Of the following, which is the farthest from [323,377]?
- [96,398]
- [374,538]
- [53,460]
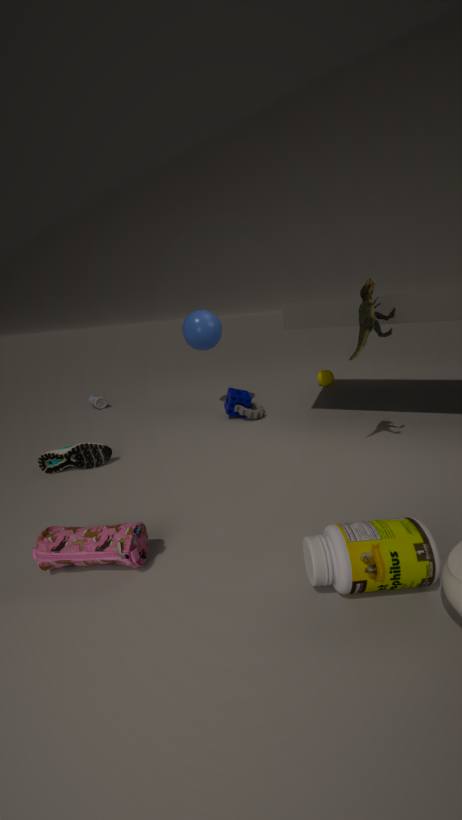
[374,538]
